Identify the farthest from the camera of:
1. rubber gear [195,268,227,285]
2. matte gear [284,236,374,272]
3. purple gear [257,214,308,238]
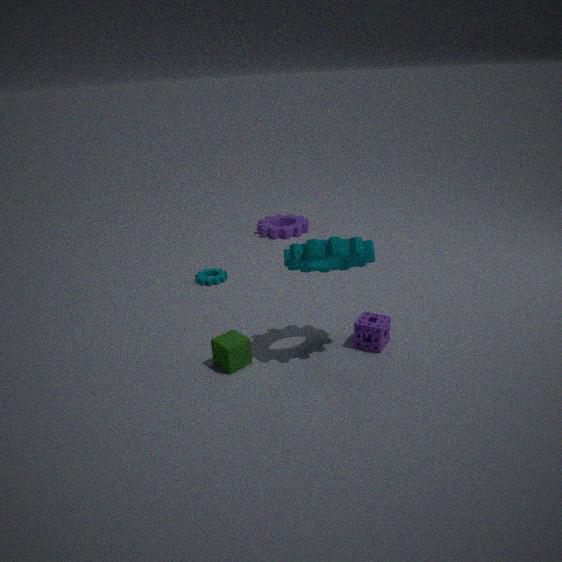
purple gear [257,214,308,238]
